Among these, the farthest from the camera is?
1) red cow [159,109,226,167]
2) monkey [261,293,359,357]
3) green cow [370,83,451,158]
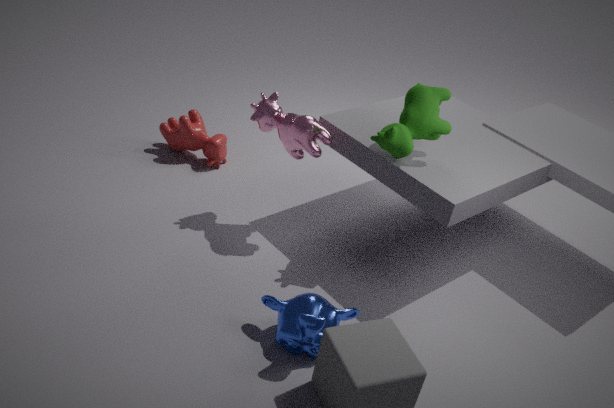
1. red cow [159,109,226,167]
